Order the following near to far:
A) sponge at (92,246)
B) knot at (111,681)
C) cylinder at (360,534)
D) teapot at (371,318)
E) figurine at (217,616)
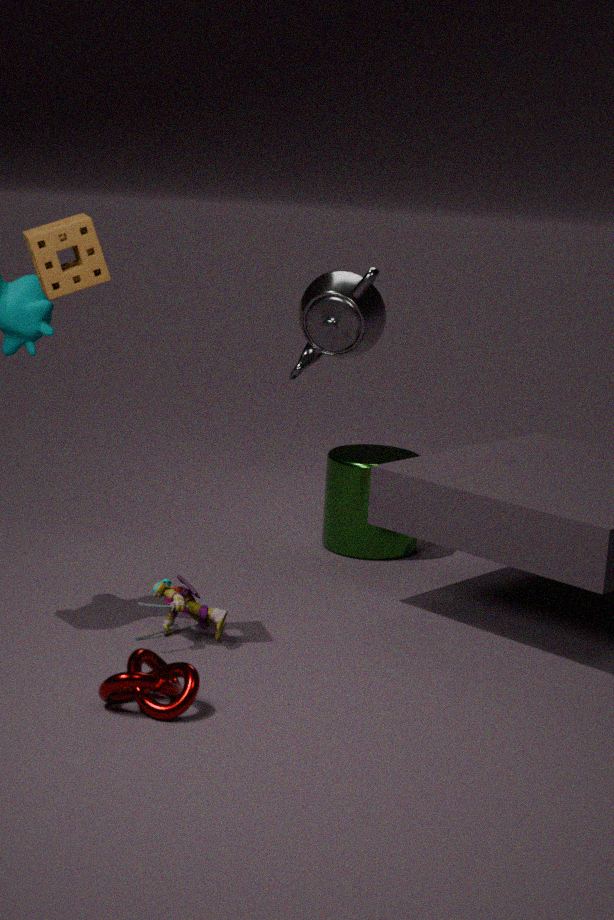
knot at (111,681) → sponge at (92,246) → figurine at (217,616) → cylinder at (360,534) → teapot at (371,318)
